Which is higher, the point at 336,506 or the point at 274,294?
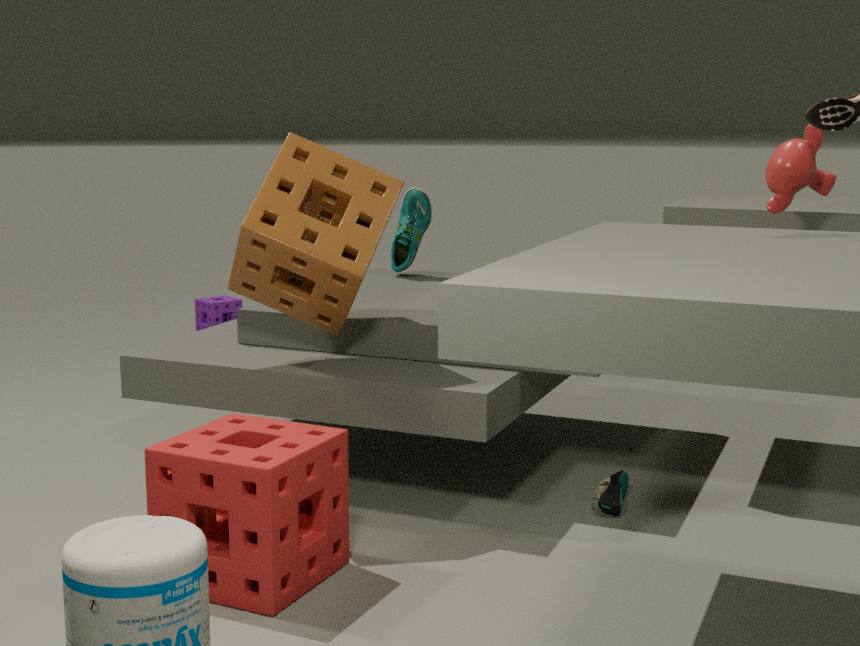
the point at 274,294
